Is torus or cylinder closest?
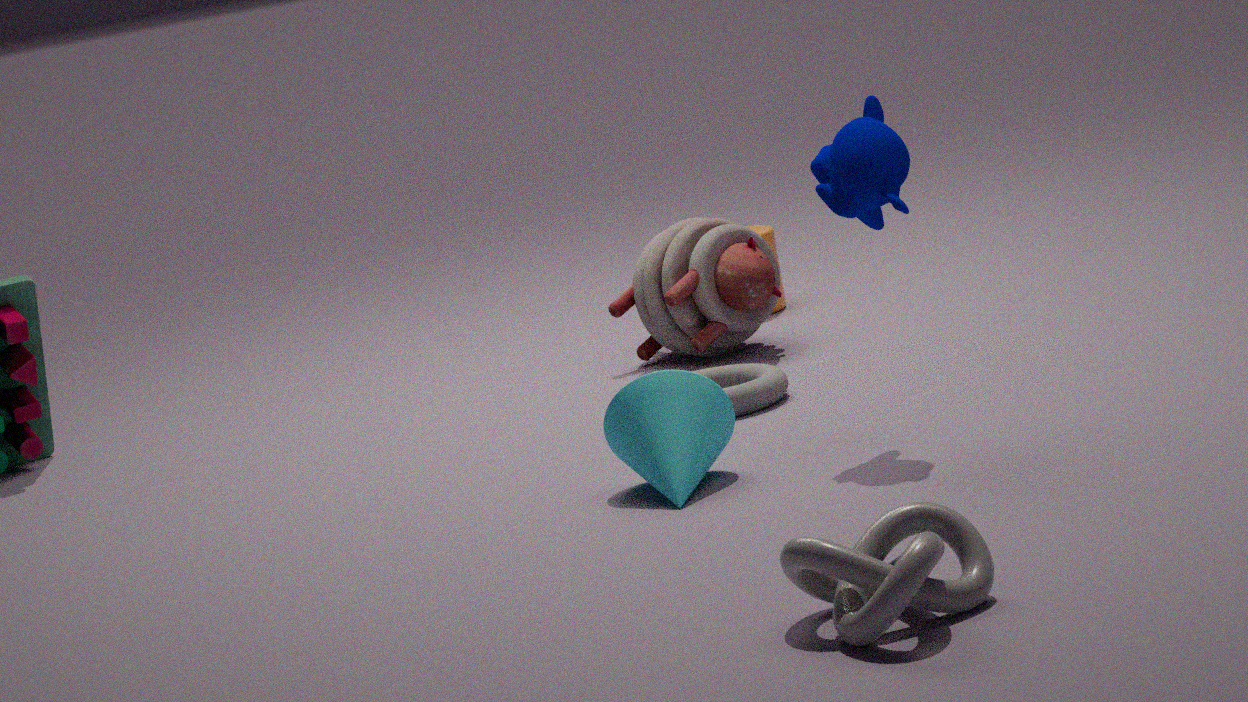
torus
